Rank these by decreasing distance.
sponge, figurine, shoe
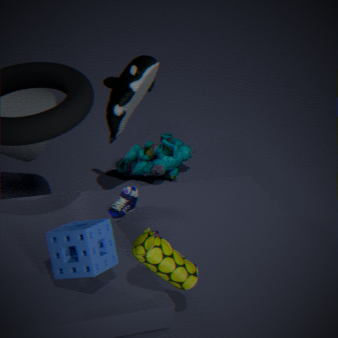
figurine → shoe → sponge
